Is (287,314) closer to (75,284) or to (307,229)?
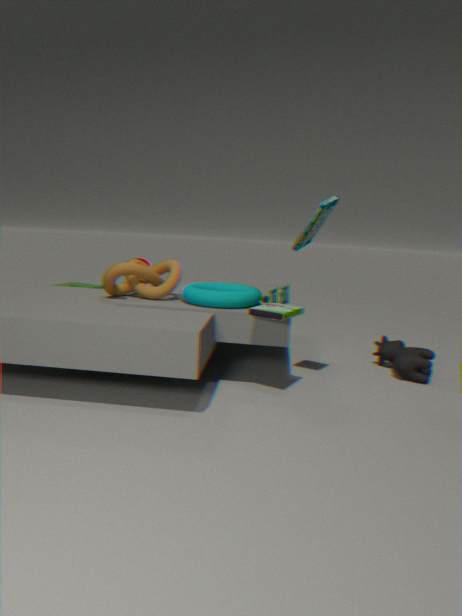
(307,229)
